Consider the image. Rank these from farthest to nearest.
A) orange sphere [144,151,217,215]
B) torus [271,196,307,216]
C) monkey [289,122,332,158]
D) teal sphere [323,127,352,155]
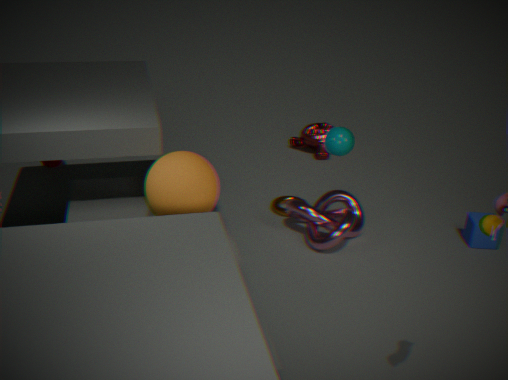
monkey [289,122,332,158]
torus [271,196,307,216]
teal sphere [323,127,352,155]
orange sphere [144,151,217,215]
